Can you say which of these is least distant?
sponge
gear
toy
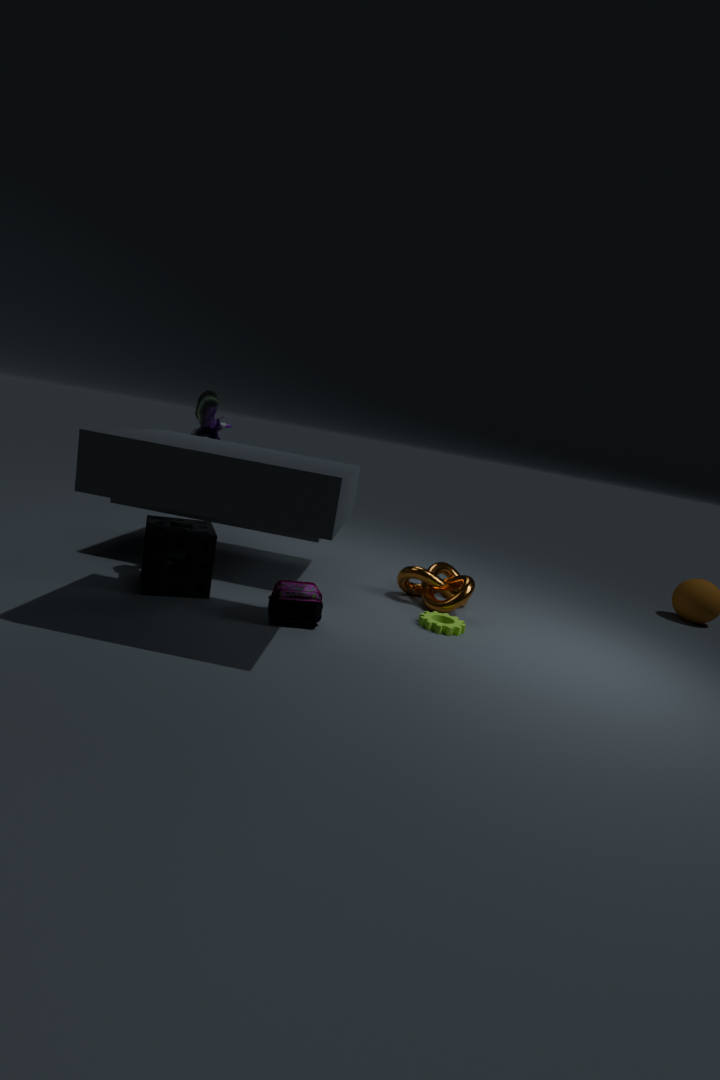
A: sponge
